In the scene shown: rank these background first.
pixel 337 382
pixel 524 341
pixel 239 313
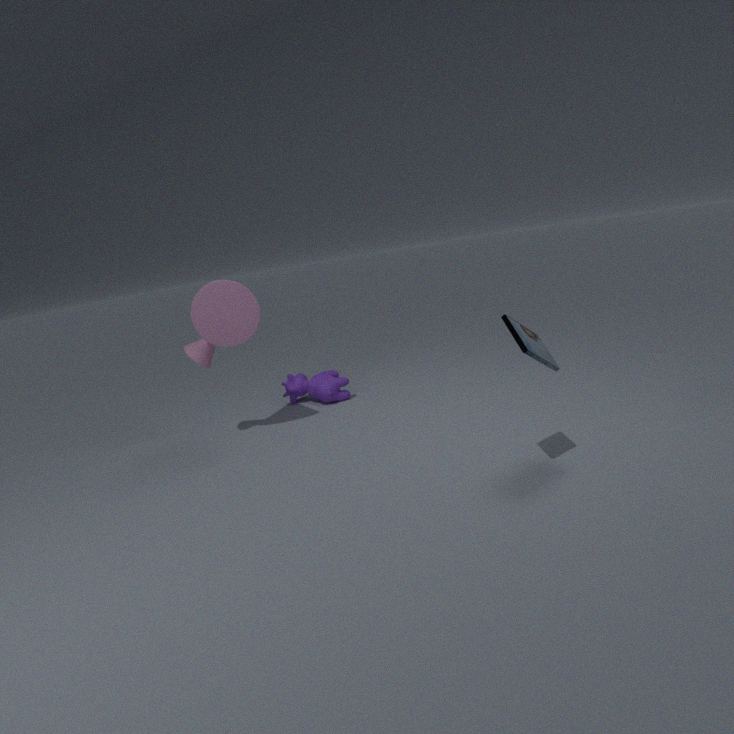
1. pixel 337 382
2. pixel 239 313
3. pixel 524 341
